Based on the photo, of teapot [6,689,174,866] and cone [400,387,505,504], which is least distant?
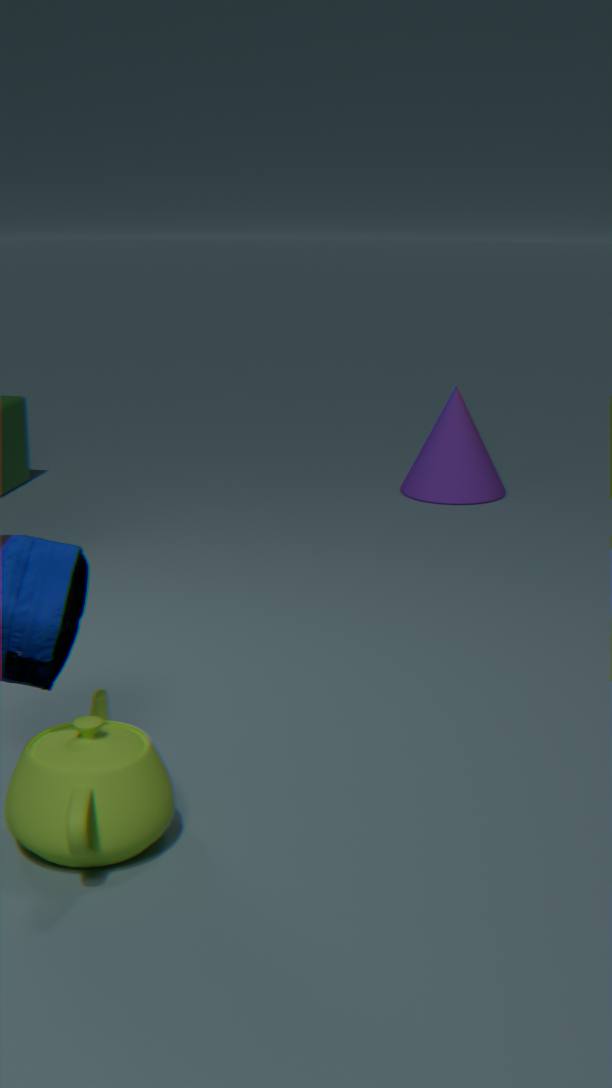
teapot [6,689,174,866]
